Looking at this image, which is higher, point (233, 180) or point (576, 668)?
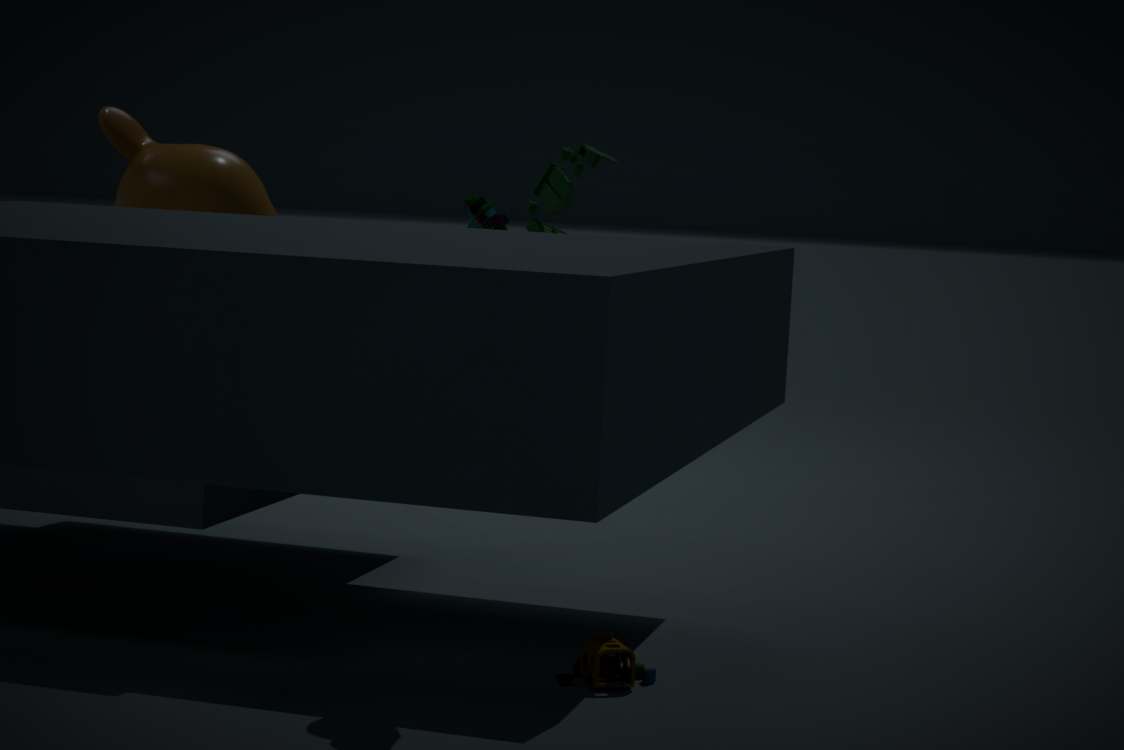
point (233, 180)
